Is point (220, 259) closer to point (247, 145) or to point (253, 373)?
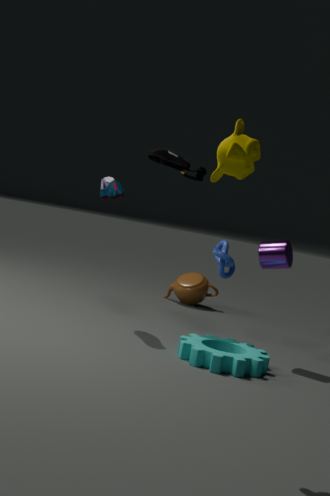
point (253, 373)
